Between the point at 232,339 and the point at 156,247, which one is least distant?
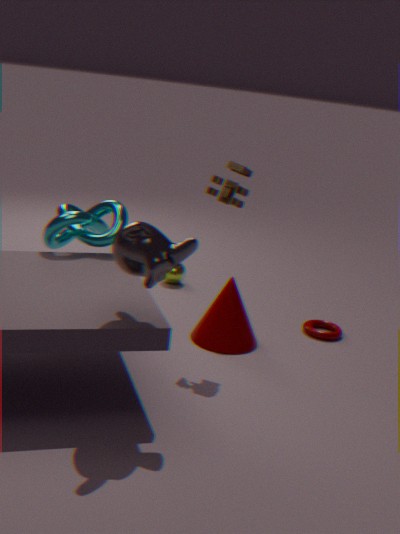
the point at 156,247
